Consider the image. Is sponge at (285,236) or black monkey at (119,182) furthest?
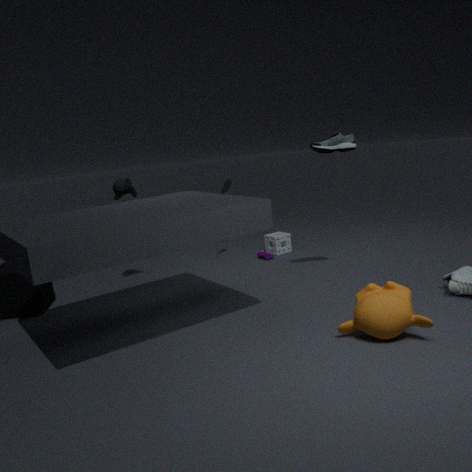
sponge at (285,236)
